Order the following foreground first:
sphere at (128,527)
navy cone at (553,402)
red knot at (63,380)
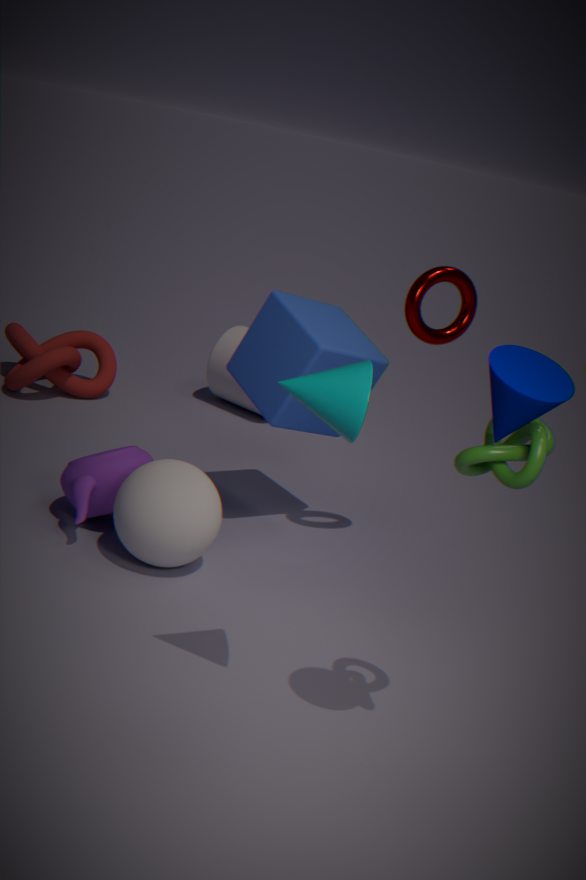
navy cone at (553,402) → sphere at (128,527) → red knot at (63,380)
